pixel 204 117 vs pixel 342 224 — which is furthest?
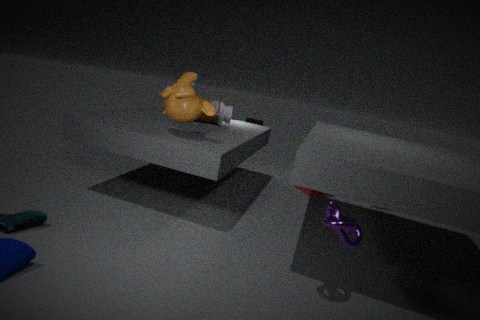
pixel 204 117
